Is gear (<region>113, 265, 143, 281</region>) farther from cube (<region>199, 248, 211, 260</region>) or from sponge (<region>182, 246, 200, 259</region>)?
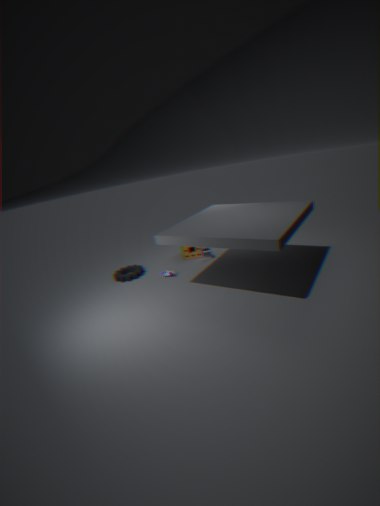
cube (<region>199, 248, 211, 260</region>)
